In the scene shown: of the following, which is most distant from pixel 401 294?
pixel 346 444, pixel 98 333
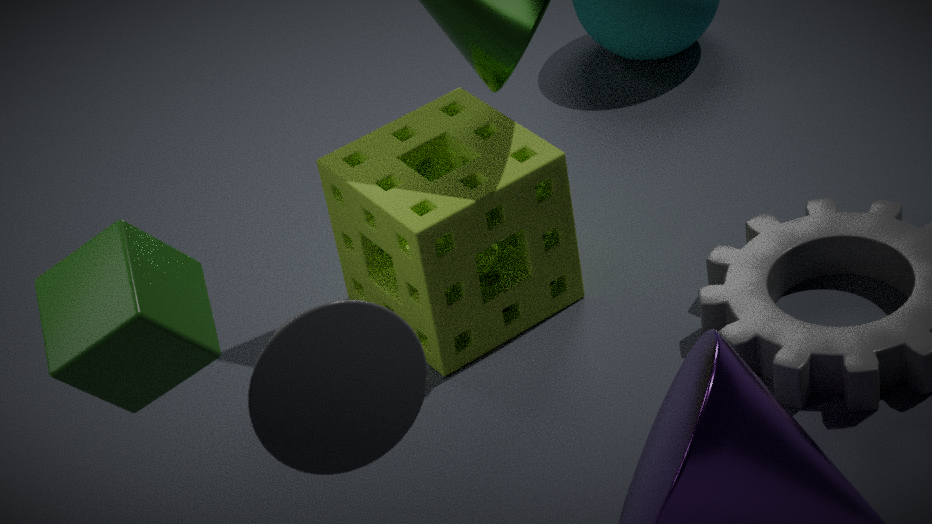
pixel 346 444
